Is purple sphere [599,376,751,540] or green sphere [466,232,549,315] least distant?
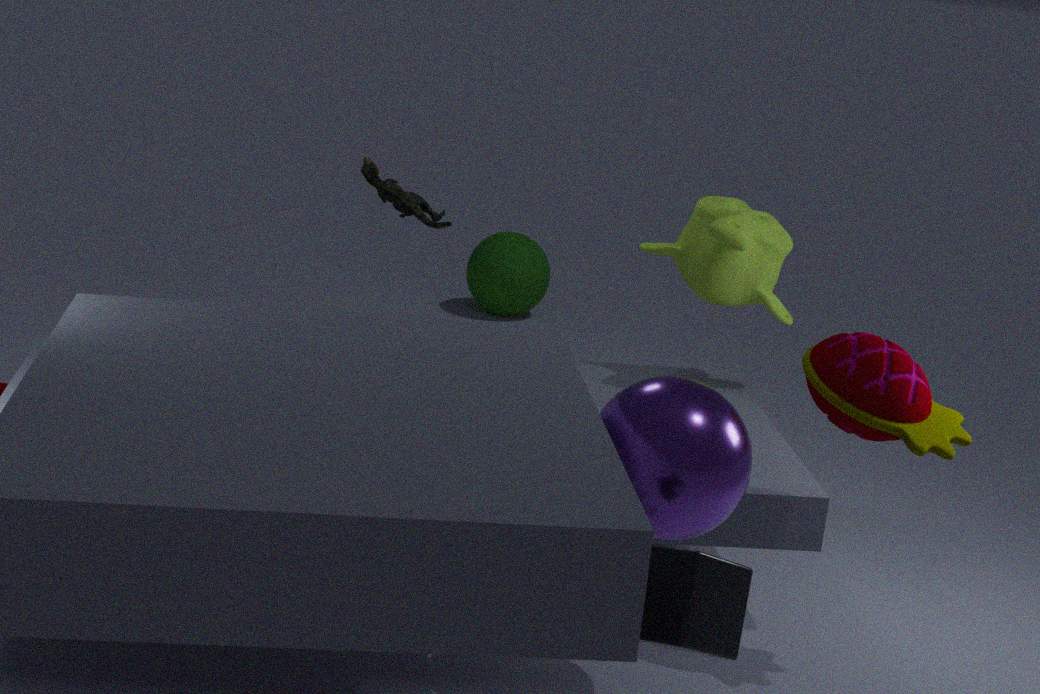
purple sphere [599,376,751,540]
